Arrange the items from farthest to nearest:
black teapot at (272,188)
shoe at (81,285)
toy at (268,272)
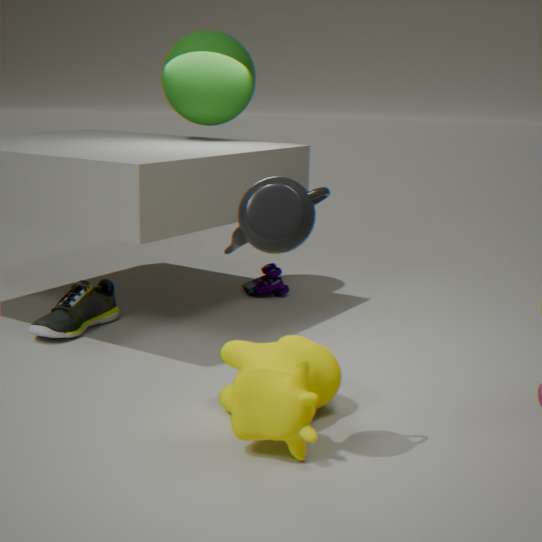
toy at (268,272)
shoe at (81,285)
black teapot at (272,188)
